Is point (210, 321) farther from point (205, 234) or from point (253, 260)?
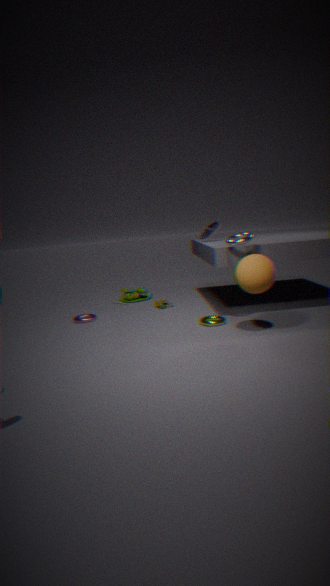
point (205, 234)
